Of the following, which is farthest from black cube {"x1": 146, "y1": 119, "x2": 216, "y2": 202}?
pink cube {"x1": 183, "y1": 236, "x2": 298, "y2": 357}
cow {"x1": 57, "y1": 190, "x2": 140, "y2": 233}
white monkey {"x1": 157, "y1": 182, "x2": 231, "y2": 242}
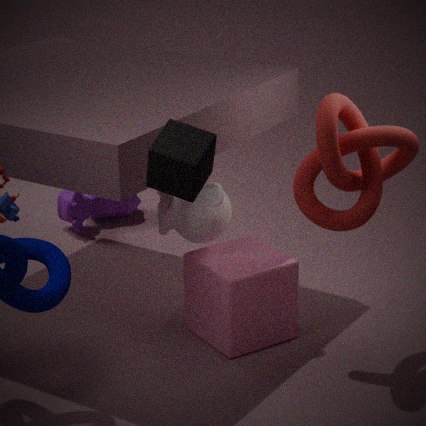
cow {"x1": 57, "y1": 190, "x2": 140, "y2": 233}
